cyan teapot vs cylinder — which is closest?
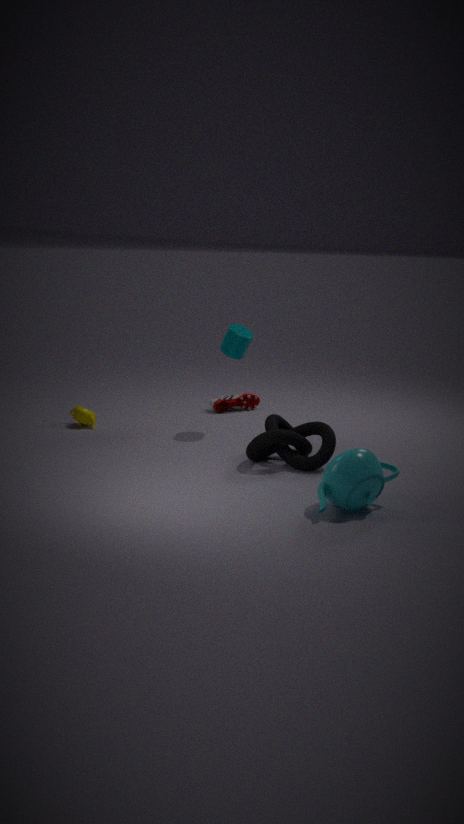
cyan teapot
